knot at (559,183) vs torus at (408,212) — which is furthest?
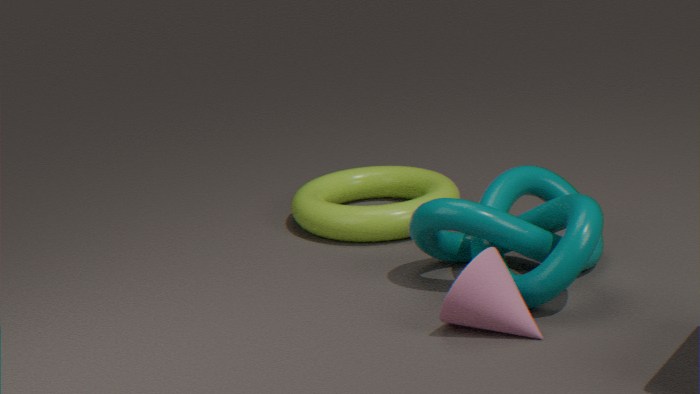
torus at (408,212)
